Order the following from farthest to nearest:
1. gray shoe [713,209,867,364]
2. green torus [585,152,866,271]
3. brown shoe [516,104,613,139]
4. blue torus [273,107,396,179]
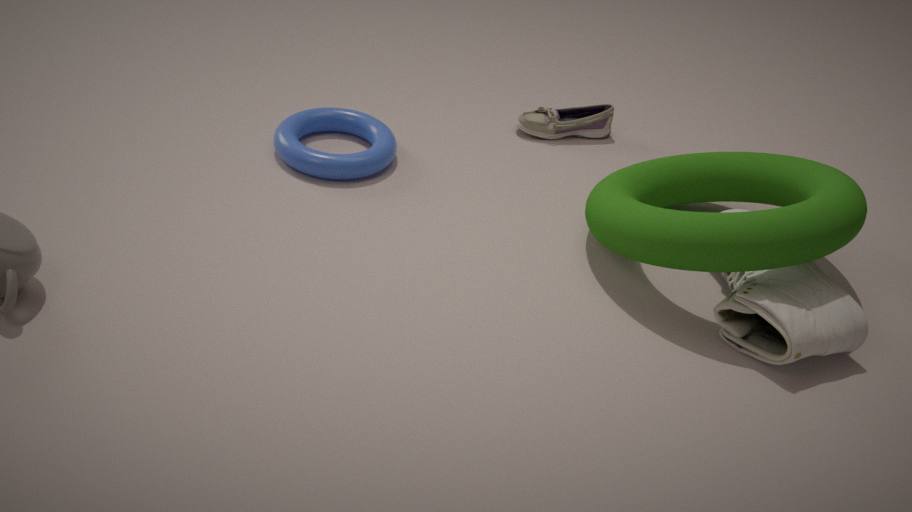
brown shoe [516,104,613,139]
blue torus [273,107,396,179]
green torus [585,152,866,271]
gray shoe [713,209,867,364]
